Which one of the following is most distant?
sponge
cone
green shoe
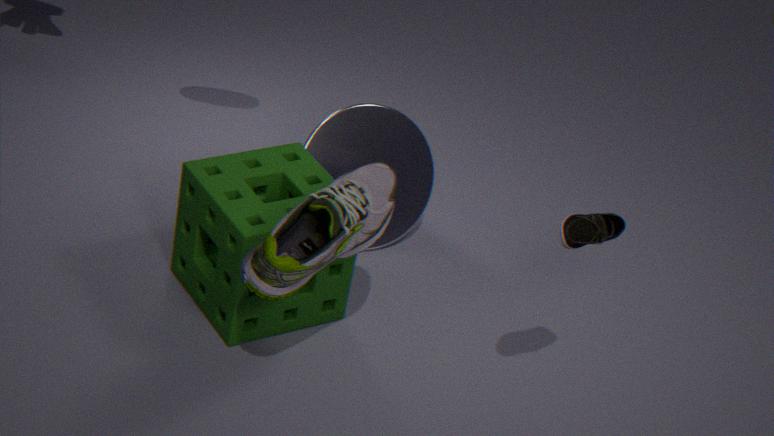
cone
